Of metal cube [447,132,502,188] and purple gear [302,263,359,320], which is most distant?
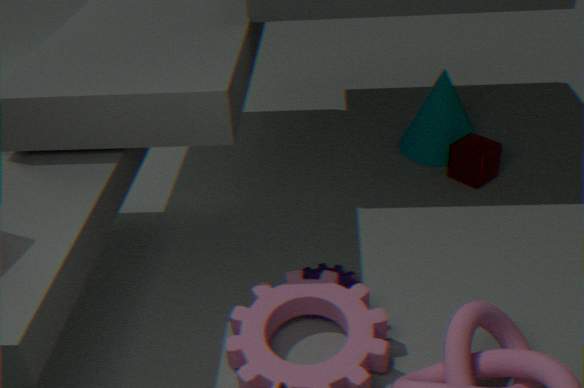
metal cube [447,132,502,188]
